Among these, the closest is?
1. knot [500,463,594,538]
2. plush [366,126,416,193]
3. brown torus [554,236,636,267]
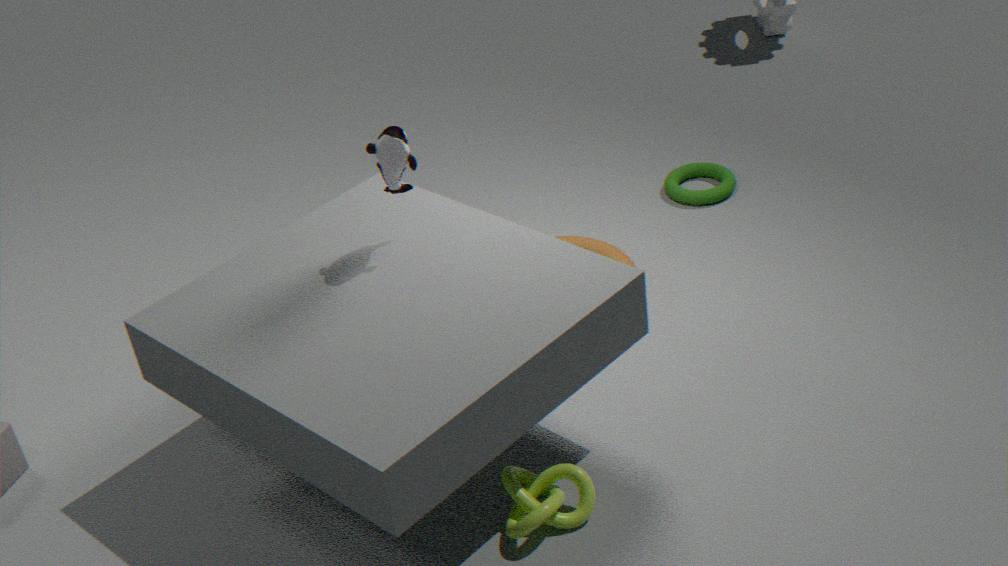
knot [500,463,594,538]
